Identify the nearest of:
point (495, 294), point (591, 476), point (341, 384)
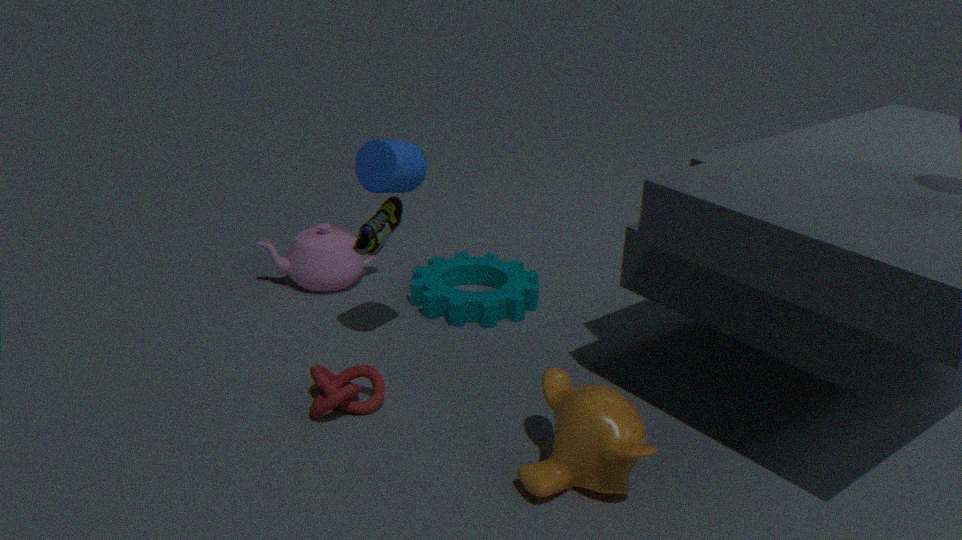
point (591, 476)
